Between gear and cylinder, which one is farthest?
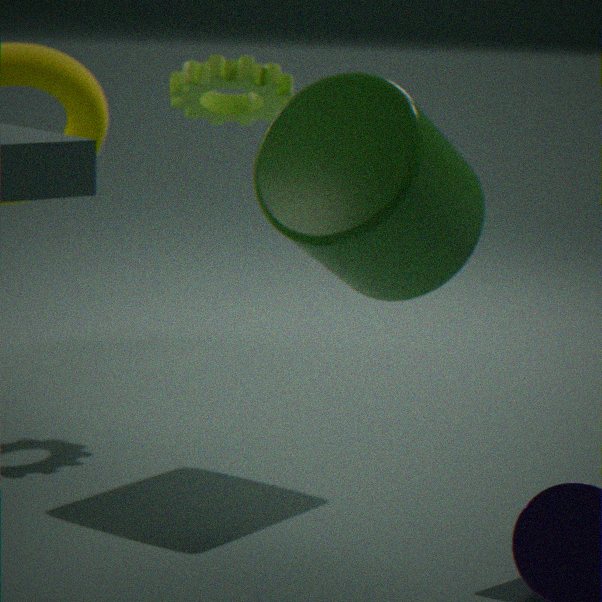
gear
